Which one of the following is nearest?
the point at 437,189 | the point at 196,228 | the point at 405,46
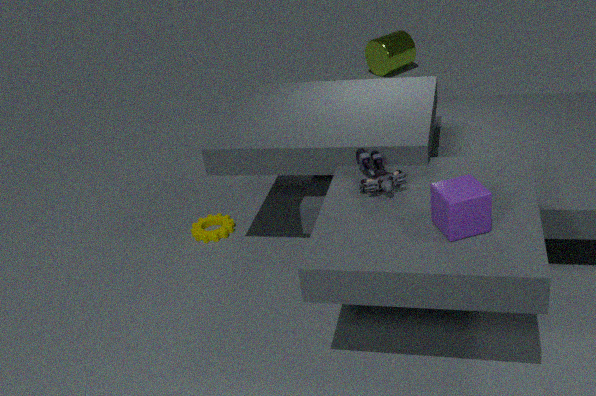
the point at 437,189
